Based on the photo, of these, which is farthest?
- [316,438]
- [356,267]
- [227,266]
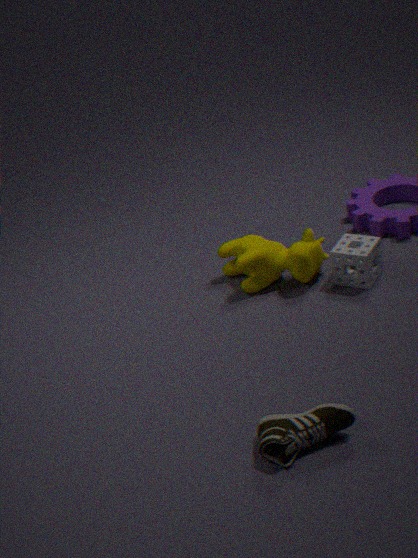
[227,266]
